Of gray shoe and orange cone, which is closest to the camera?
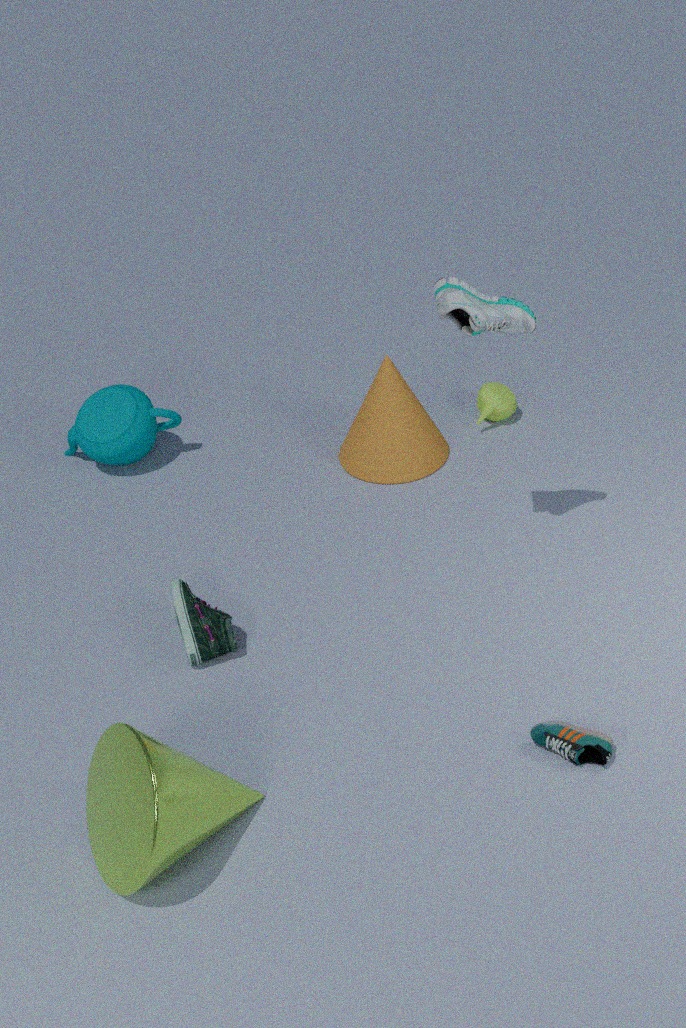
gray shoe
